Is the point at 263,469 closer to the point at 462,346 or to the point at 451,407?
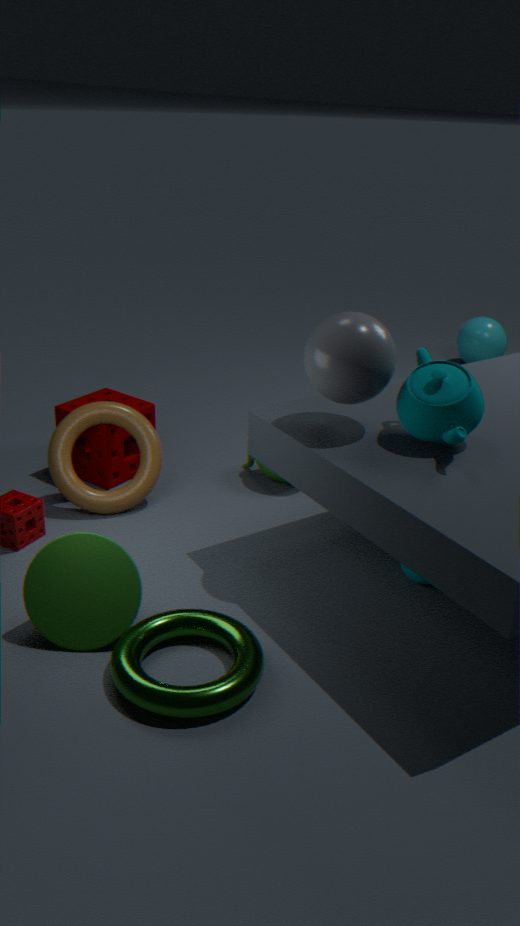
the point at 451,407
